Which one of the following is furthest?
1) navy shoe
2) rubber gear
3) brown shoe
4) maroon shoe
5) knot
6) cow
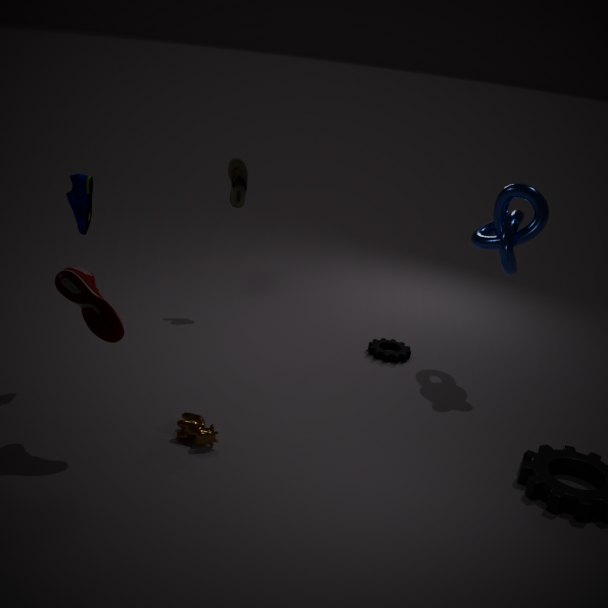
3. brown shoe
